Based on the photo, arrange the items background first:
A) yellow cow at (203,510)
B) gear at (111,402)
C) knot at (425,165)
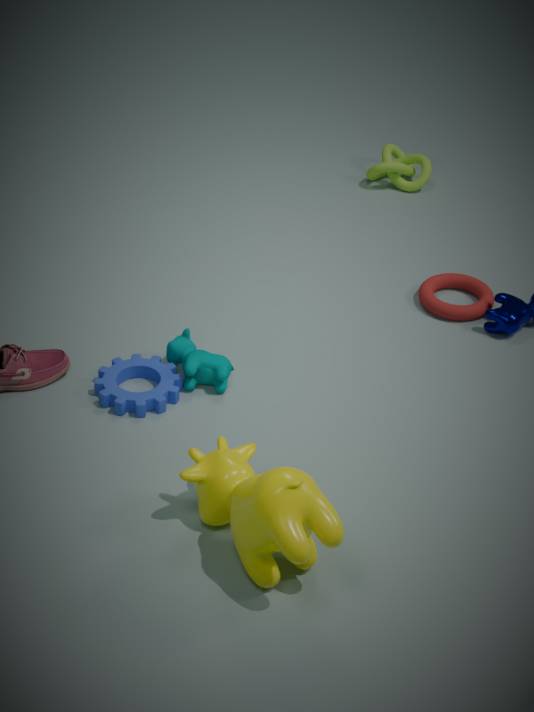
knot at (425,165)
gear at (111,402)
yellow cow at (203,510)
